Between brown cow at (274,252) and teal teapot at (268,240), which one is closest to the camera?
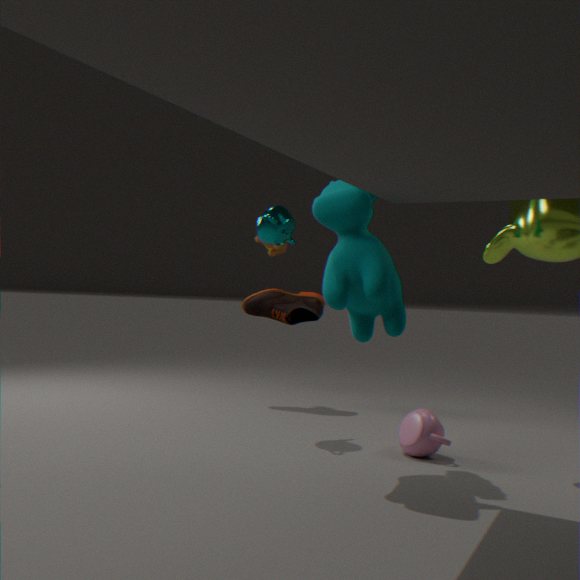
teal teapot at (268,240)
